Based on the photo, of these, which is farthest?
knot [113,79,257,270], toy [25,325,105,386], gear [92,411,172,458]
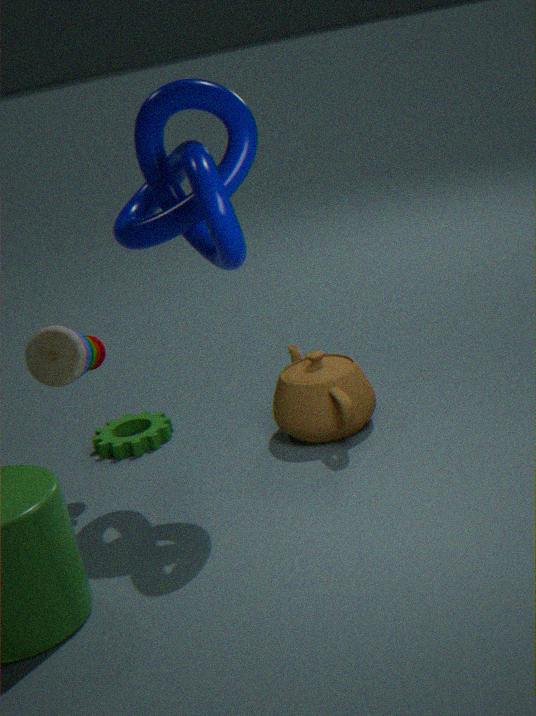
gear [92,411,172,458]
